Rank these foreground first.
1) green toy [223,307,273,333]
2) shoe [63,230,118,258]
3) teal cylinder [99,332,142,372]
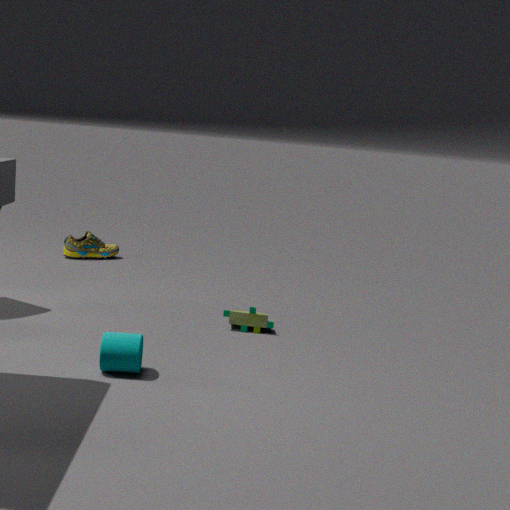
3. teal cylinder [99,332,142,372] → 1. green toy [223,307,273,333] → 2. shoe [63,230,118,258]
